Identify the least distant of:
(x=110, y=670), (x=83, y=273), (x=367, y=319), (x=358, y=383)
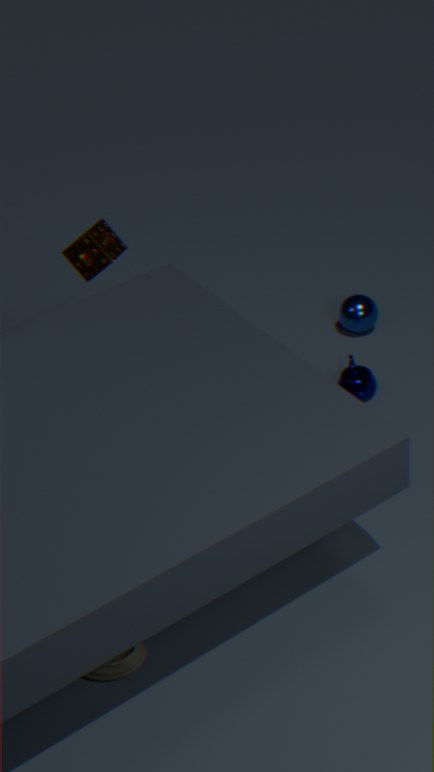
(x=110, y=670)
